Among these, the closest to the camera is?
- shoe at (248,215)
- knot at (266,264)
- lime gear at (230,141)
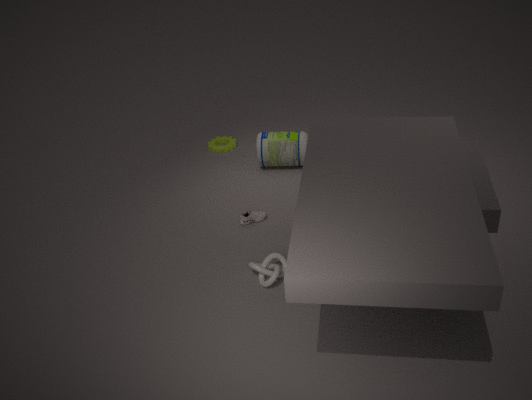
knot at (266,264)
